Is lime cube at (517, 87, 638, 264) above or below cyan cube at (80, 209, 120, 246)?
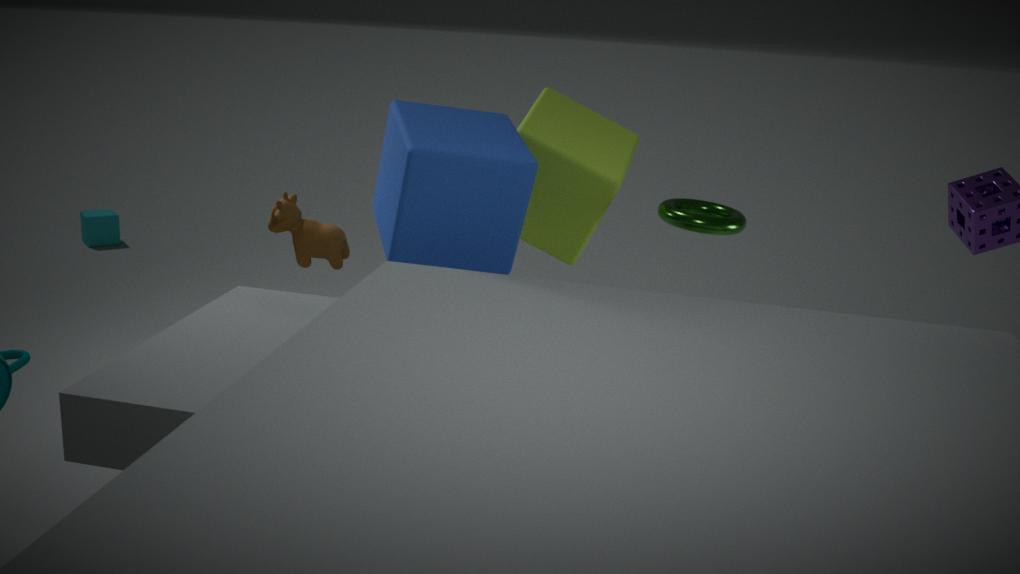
above
